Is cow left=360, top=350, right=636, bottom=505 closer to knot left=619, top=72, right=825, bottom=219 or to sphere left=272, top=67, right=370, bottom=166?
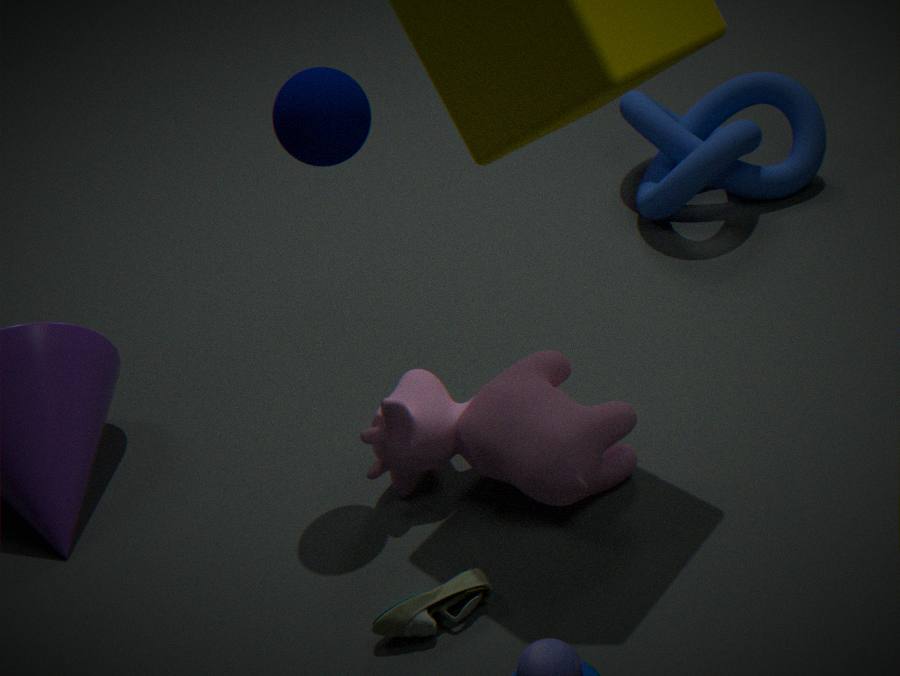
sphere left=272, top=67, right=370, bottom=166
